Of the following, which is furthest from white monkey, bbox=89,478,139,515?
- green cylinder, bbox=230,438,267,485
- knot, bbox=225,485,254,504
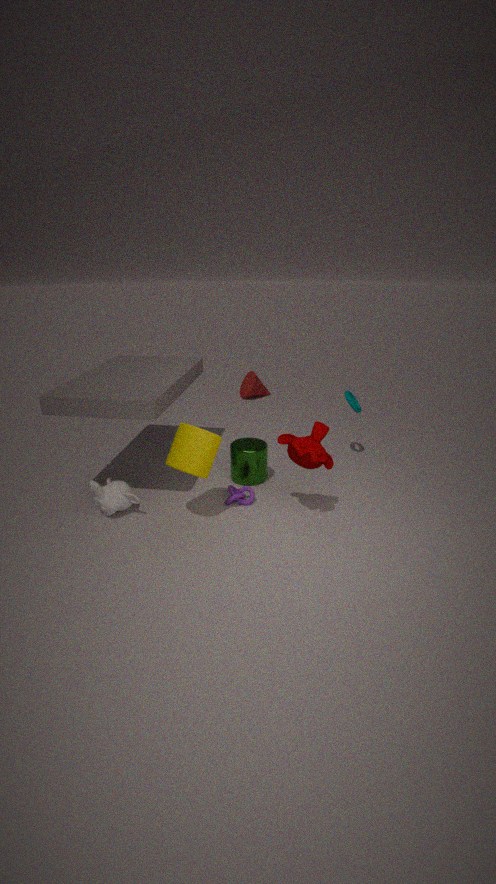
green cylinder, bbox=230,438,267,485
